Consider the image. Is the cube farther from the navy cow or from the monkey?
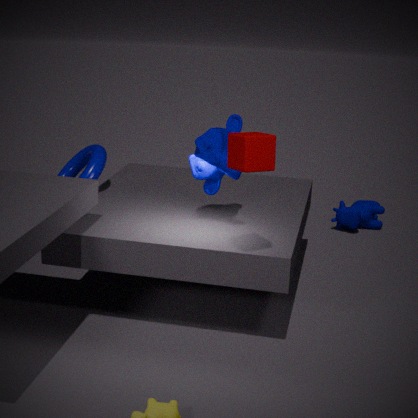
the navy cow
